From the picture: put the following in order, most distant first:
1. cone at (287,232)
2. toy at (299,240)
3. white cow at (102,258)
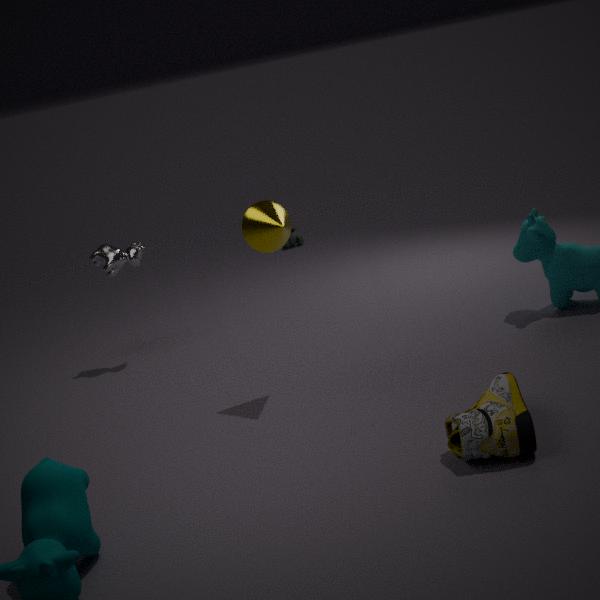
1. toy at (299,240)
2. white cow at (102,258)
3. cone at (287,232)
